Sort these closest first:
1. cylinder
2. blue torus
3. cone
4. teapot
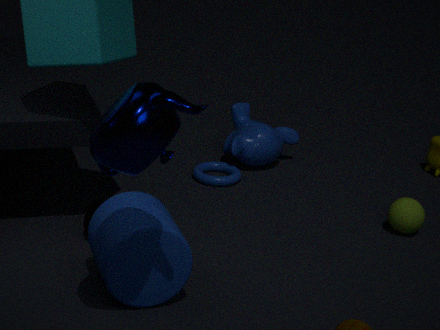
teapot < cylinder < cone < blue torus
